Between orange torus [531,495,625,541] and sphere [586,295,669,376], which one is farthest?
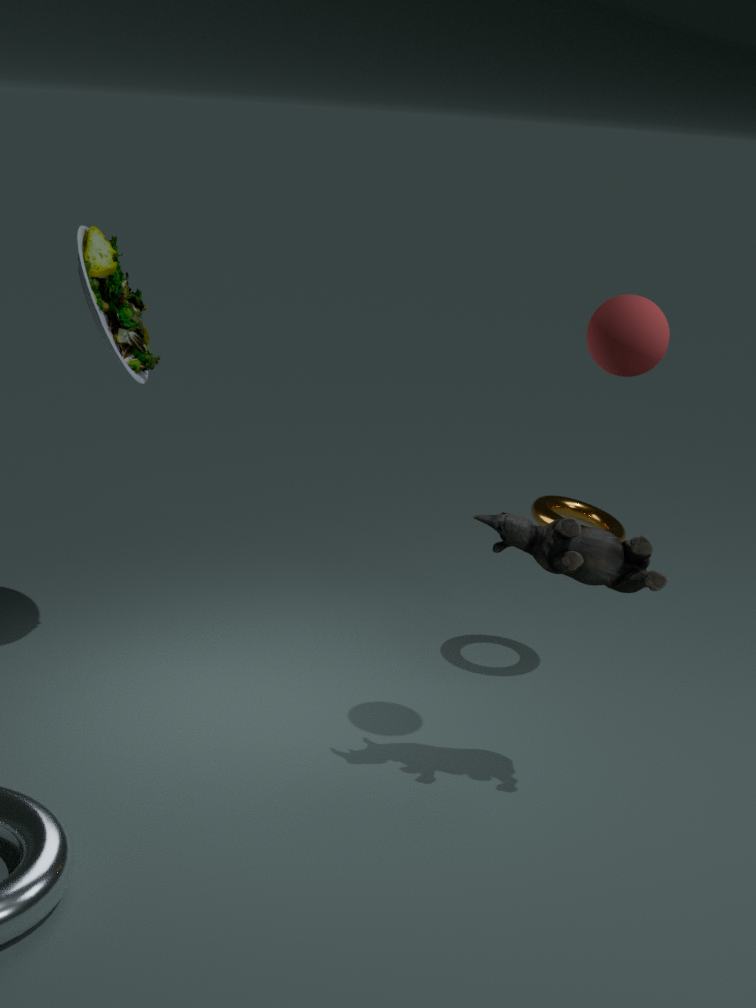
orange torus [531,495,625,541]
